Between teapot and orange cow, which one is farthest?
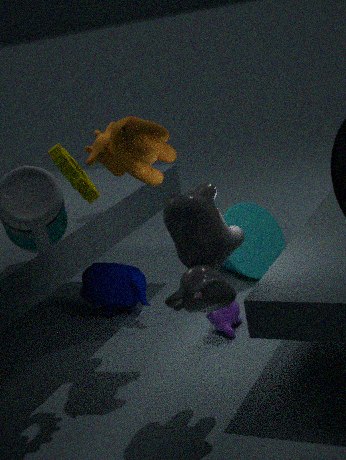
teapot
